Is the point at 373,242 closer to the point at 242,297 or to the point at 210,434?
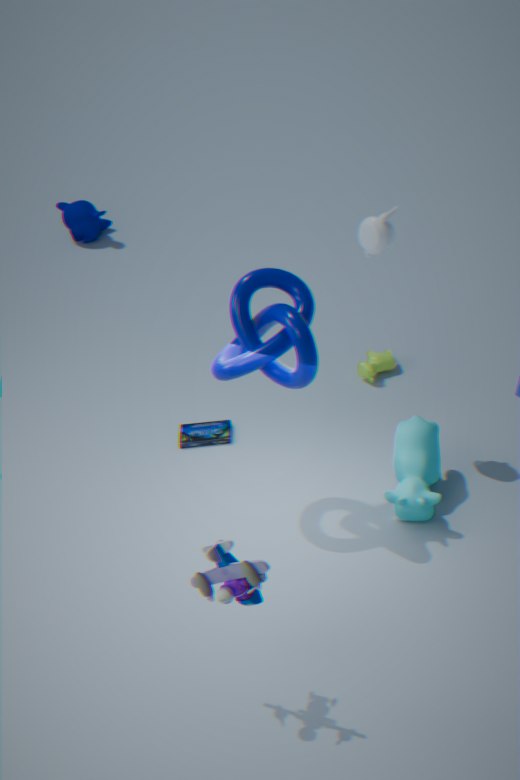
the point at 242,297
